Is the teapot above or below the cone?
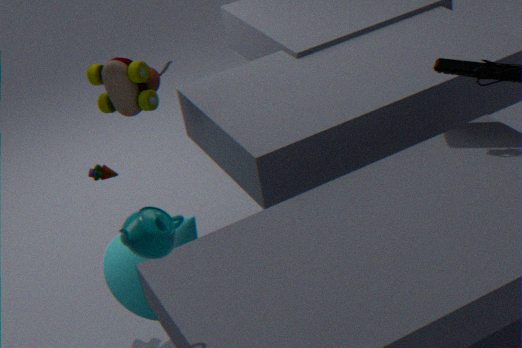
above
